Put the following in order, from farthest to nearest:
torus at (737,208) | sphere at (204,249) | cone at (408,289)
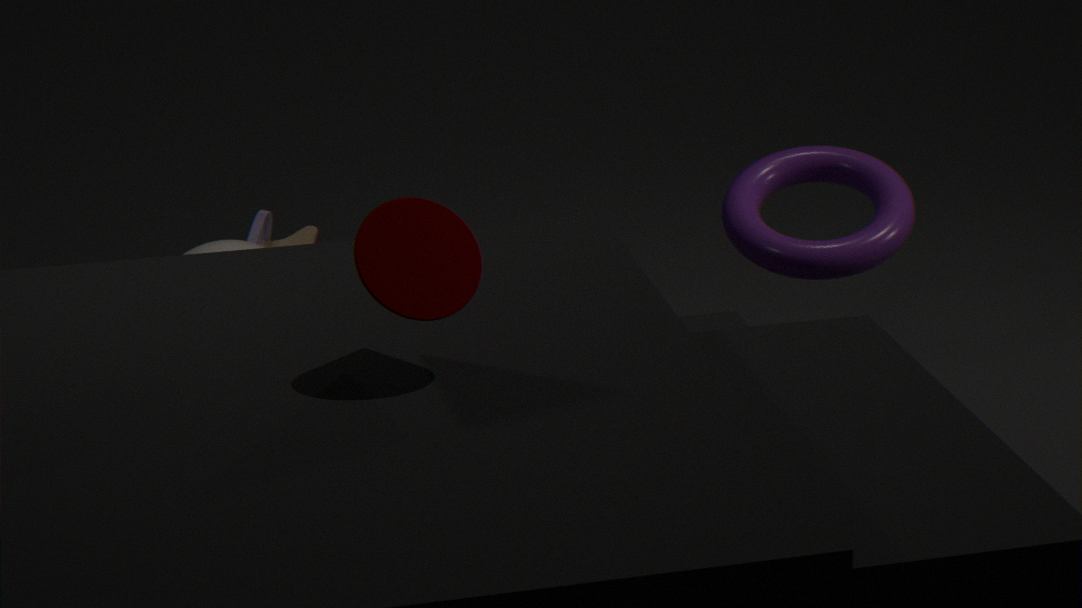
torus at (737,208), sphere at (204,249), cone at (408,289)
